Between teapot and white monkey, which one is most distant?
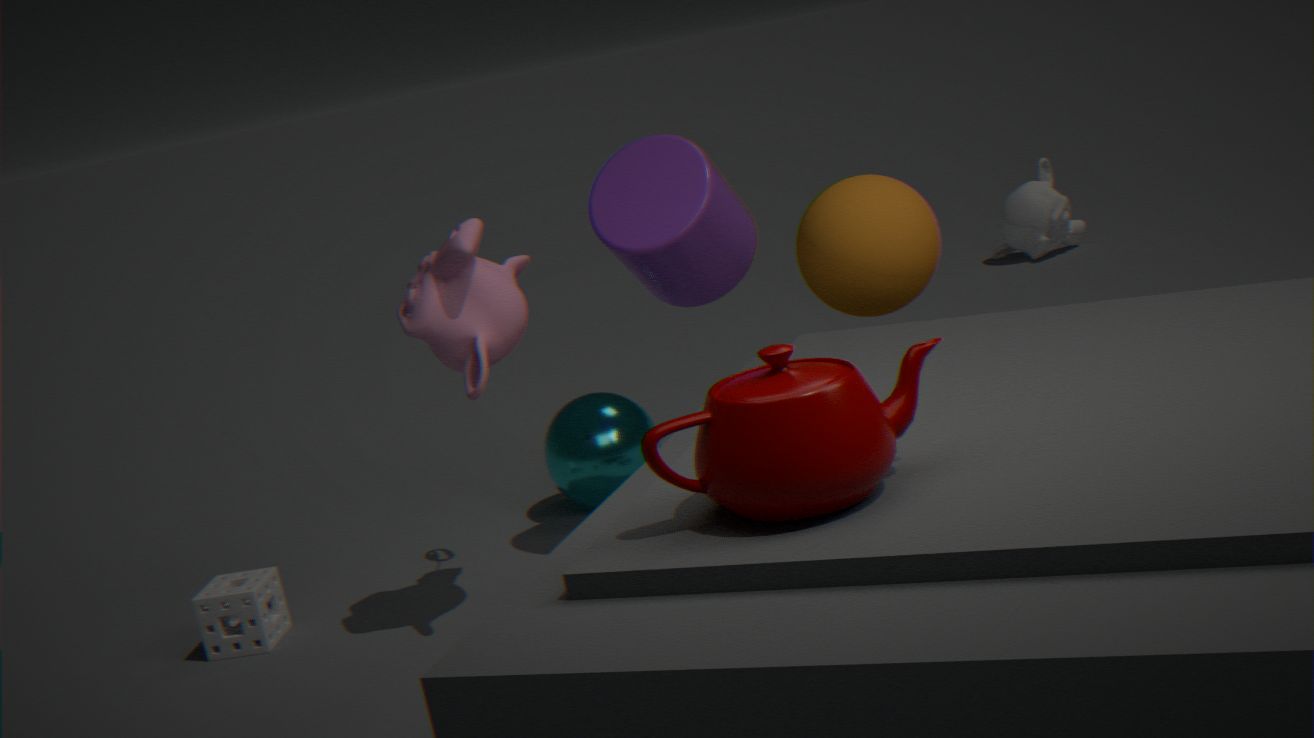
white monkey
